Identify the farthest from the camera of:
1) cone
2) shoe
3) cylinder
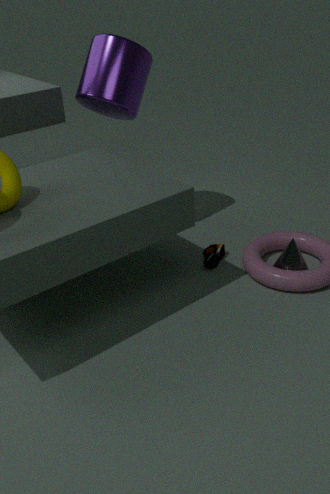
2. shoe
